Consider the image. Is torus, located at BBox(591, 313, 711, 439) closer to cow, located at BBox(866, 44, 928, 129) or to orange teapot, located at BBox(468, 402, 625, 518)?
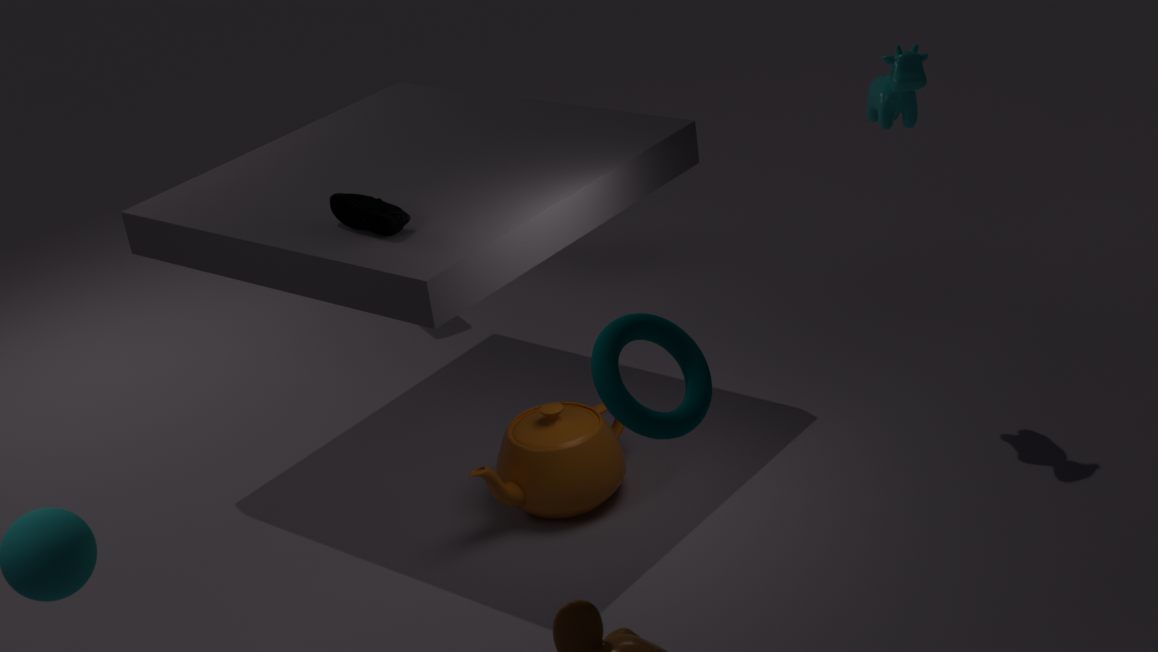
orange teapot, located at BBox(468, 402, 625, 518)
